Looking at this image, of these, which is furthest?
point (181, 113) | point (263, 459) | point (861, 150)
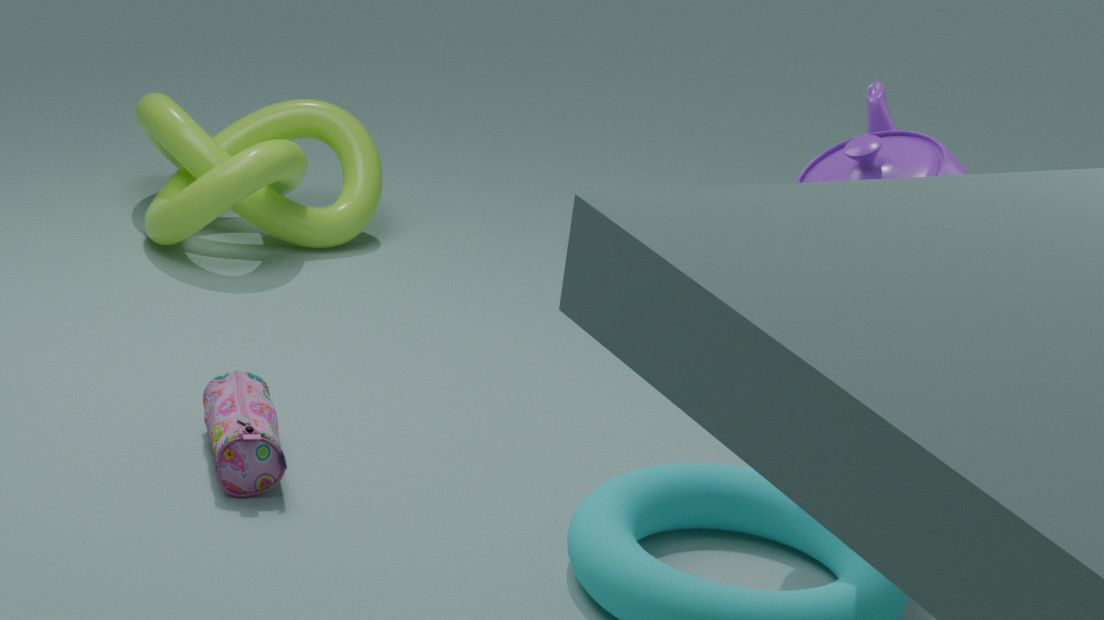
point (181, 113)
